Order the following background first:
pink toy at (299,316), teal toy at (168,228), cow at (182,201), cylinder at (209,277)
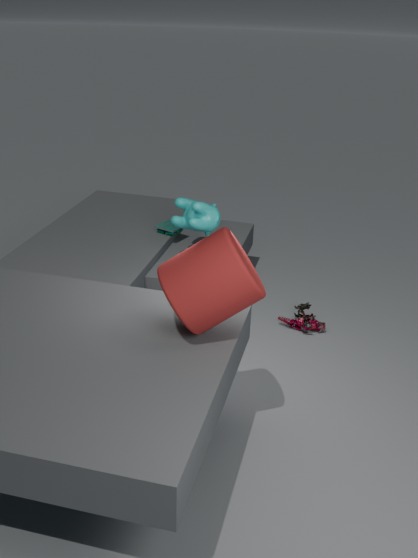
teal toy at (168,228)
pink toy at (299,316)
cow at (182,201)
cylinder at (209,277)
